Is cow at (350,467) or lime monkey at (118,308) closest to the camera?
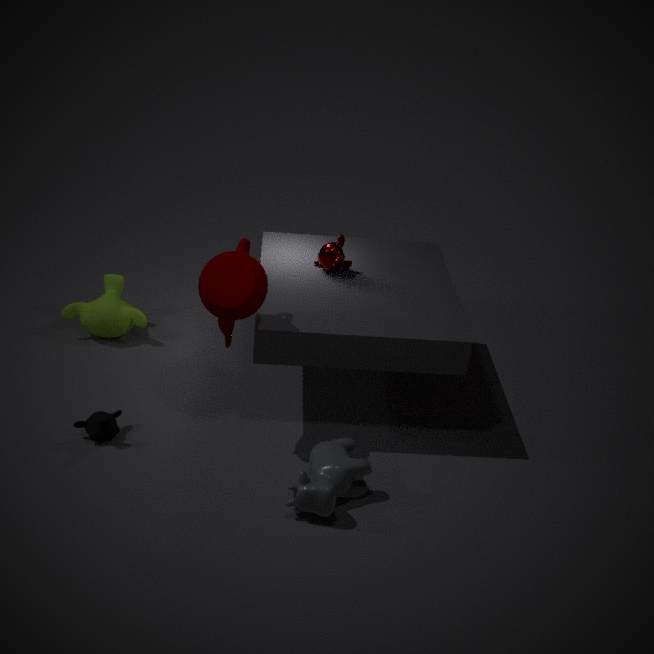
cow at (350,467)
